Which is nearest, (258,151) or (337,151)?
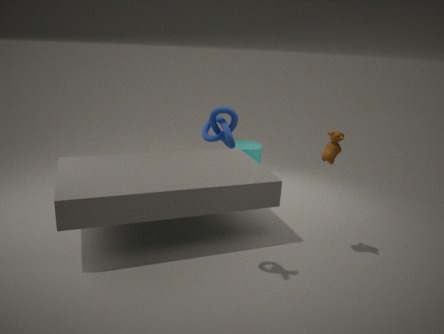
(337,151)
